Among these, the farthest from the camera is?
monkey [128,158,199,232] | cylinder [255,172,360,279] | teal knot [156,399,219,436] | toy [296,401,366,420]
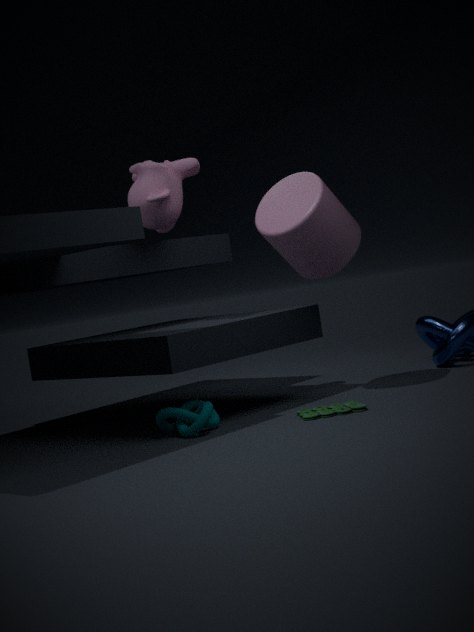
monkey [128,158,199,232]
